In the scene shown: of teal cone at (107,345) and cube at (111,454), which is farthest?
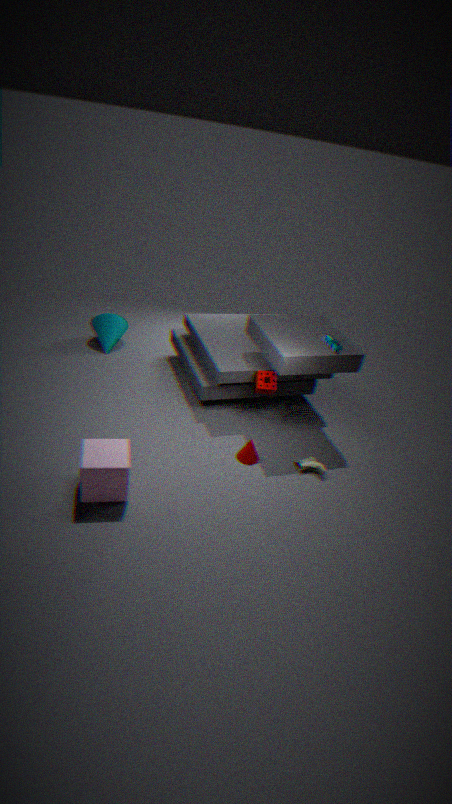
teal cone at (107,345)
